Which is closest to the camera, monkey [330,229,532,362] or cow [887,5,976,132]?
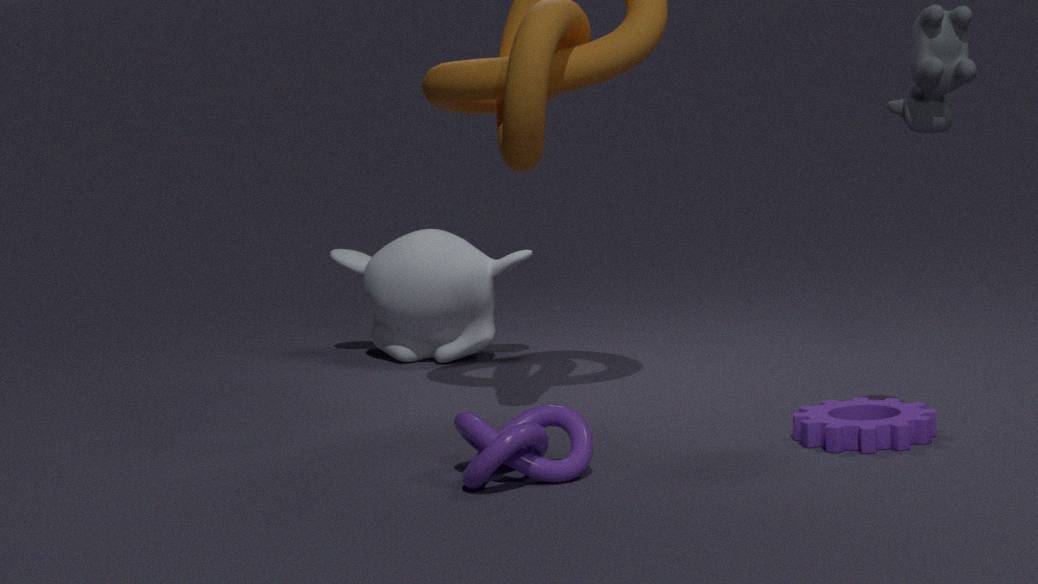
cow [887,5,976,132]
